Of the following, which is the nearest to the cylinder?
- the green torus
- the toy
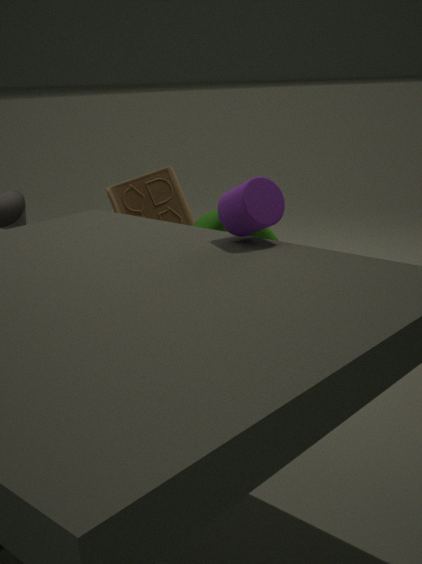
the green torus
